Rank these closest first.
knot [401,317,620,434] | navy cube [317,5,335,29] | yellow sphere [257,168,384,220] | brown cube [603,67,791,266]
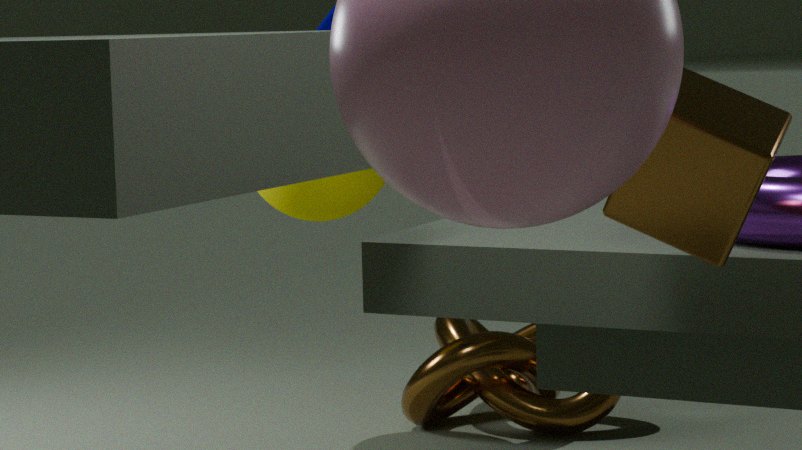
brown cube [603,67,791,266], navy cube [317,5,335,29], knot [401,317,620,434], yellow sphere [257,168,384,220]
